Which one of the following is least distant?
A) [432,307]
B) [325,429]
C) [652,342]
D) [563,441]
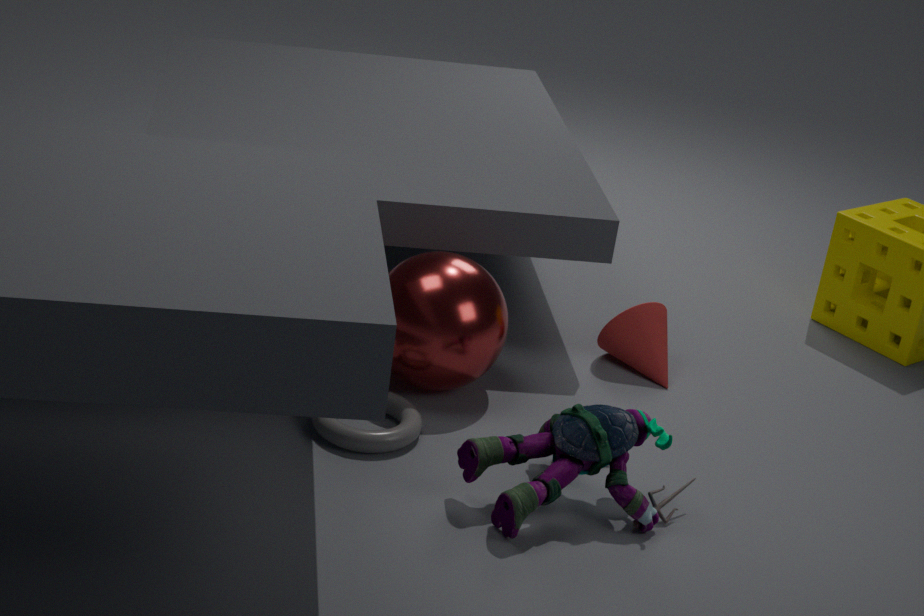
[563,441]
